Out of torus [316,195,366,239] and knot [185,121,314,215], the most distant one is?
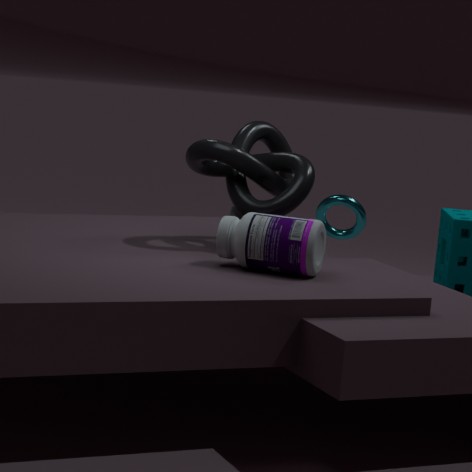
torus [316,195,366,239]
